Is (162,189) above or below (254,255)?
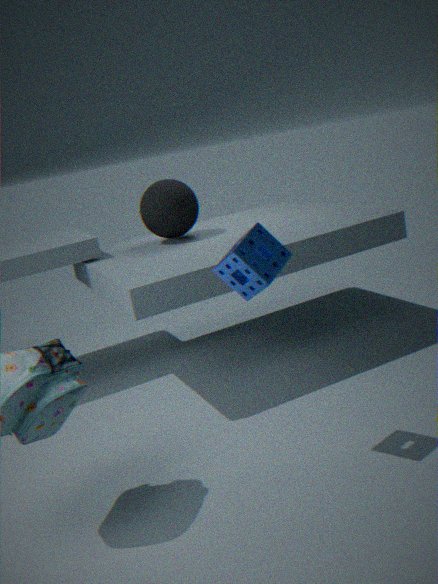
above
